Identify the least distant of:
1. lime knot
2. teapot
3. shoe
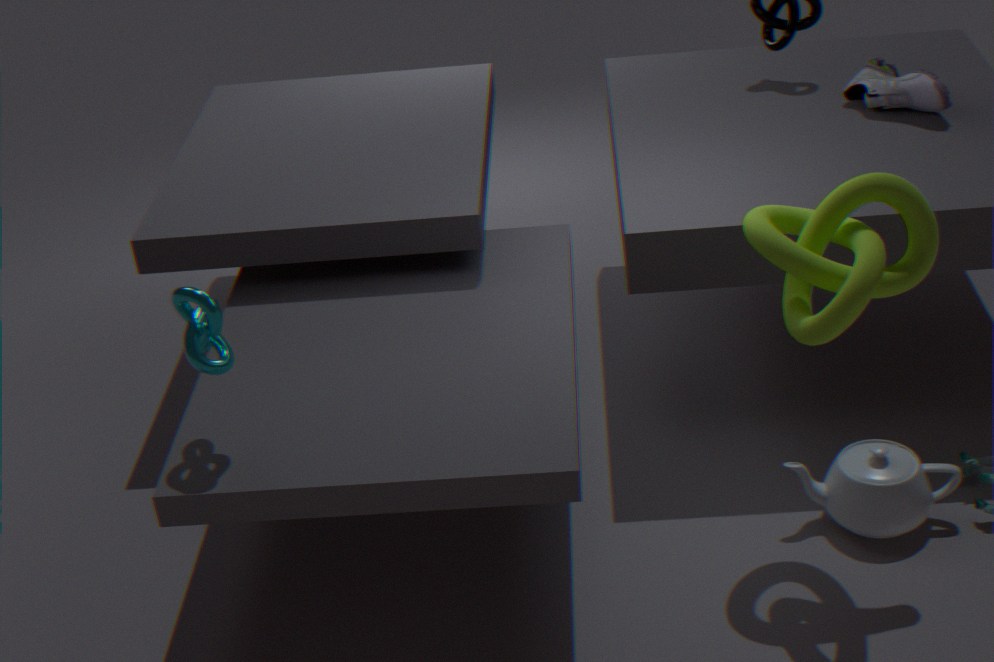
lime knot
